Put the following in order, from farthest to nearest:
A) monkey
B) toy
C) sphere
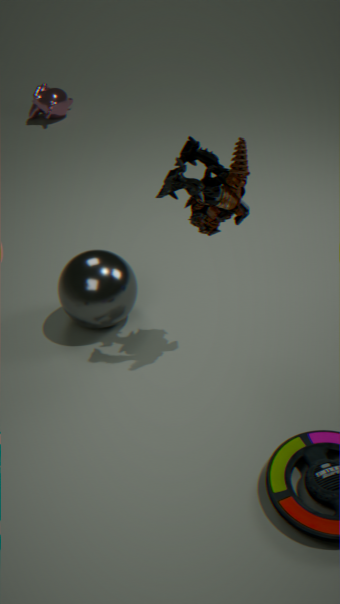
monkey < sphere < toy
